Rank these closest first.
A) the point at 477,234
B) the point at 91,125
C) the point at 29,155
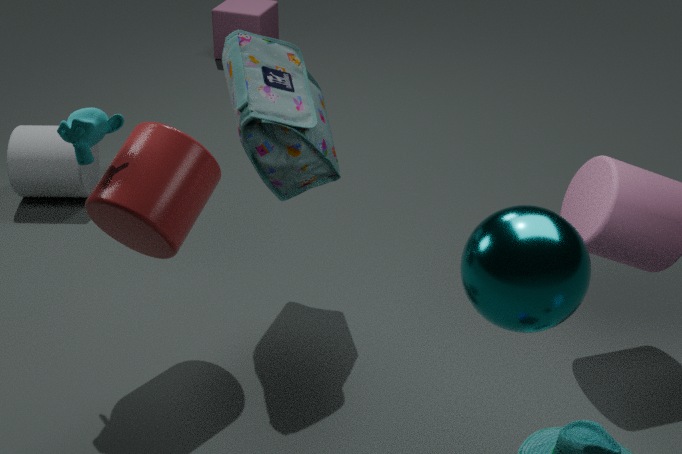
the point at 477,234, the point at 91,125, the point at 29,155
